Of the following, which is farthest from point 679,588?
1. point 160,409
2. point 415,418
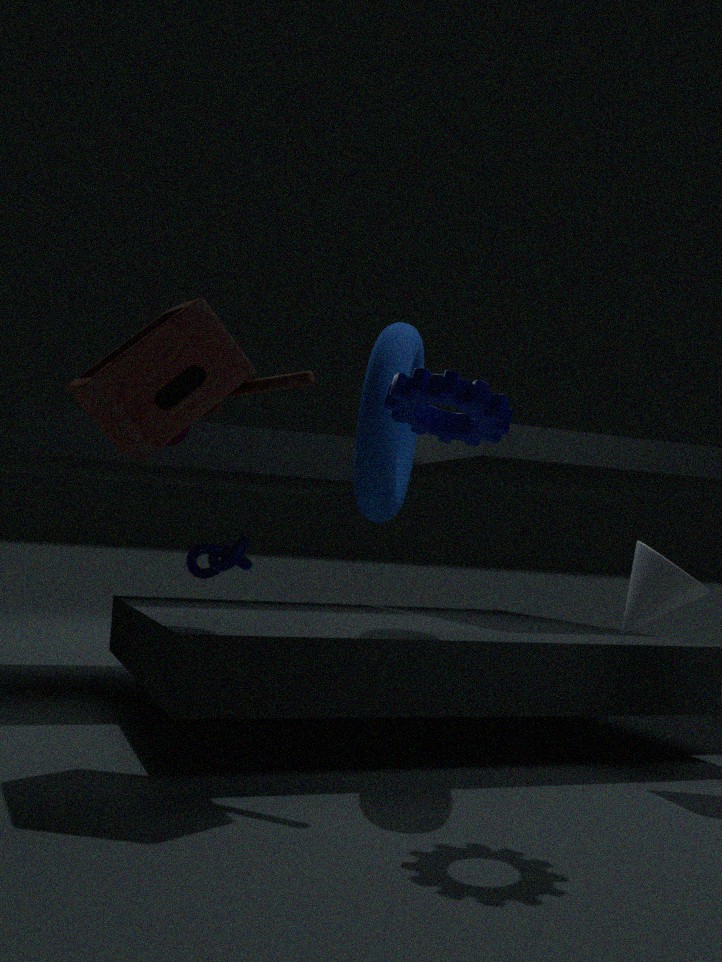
point 160,409
